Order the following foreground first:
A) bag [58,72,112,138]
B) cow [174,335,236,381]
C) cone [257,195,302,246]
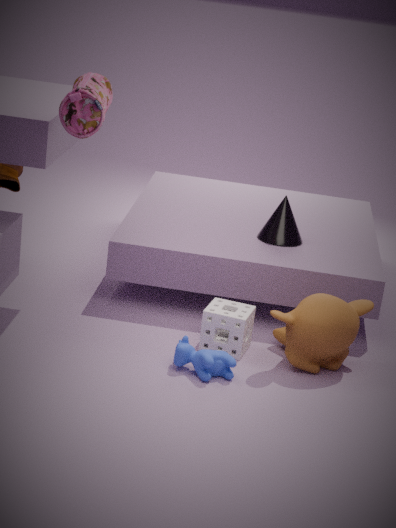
bag [58,72,112,138]
cow [174,335,236,381]
cone [257,195,302,246]
